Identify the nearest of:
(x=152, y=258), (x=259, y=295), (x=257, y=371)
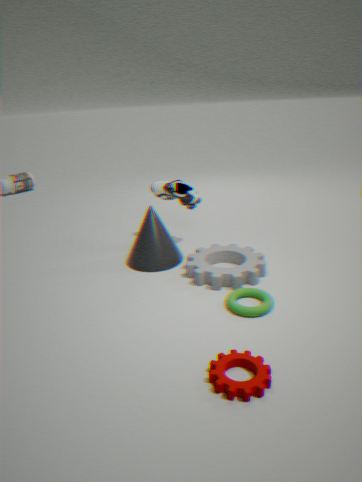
(x=257, y=371)
